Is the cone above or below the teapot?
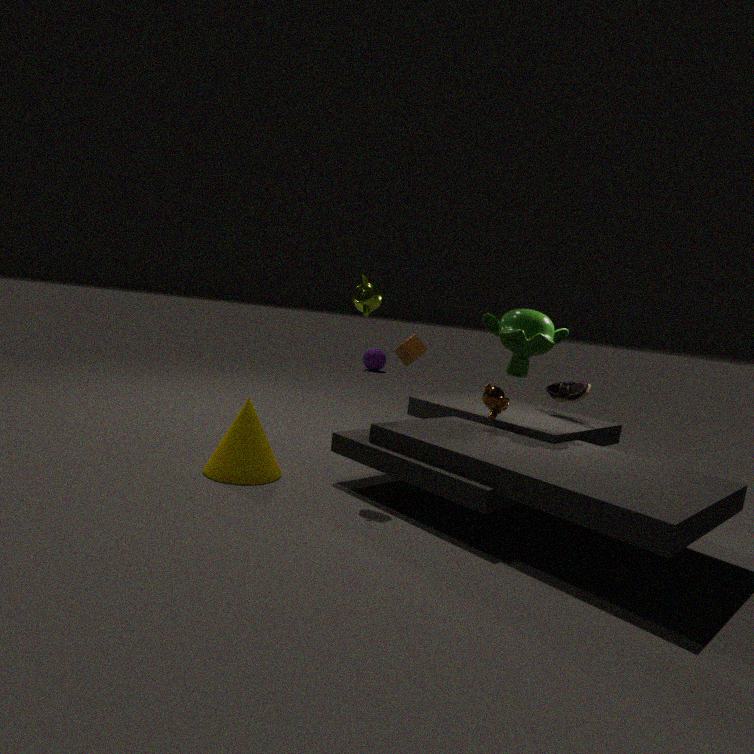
below
